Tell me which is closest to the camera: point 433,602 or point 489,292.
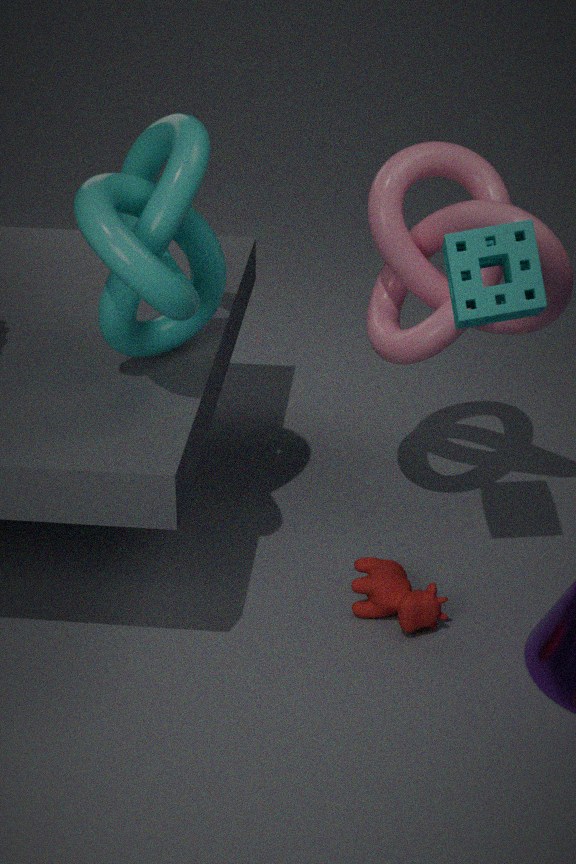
point 489,292
